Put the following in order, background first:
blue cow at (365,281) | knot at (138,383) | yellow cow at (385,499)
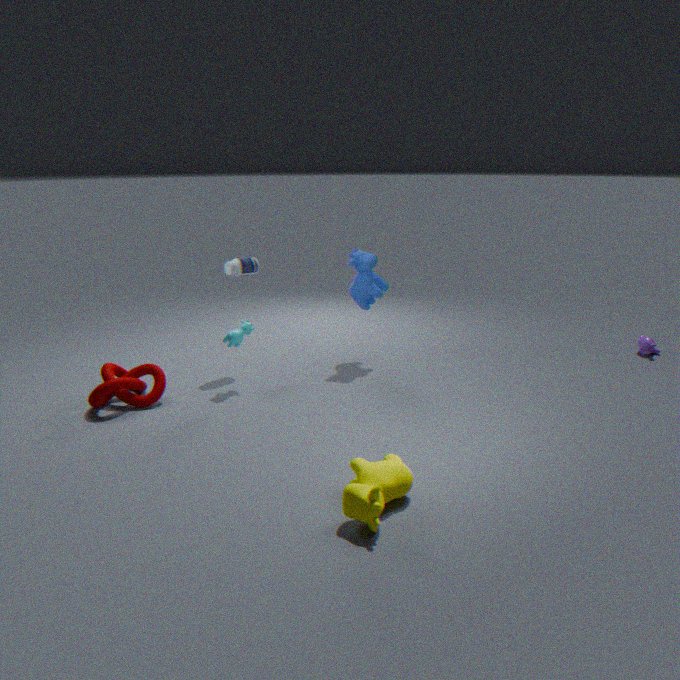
blue cow at (365,281) → knot at (138,383) → yellow cow at (385,499)
